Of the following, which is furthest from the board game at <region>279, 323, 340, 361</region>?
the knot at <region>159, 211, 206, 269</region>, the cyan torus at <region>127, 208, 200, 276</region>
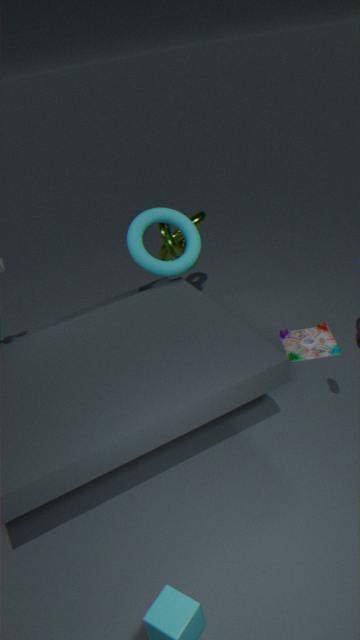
the knot at <region>159, 211, 206, 269</region>
